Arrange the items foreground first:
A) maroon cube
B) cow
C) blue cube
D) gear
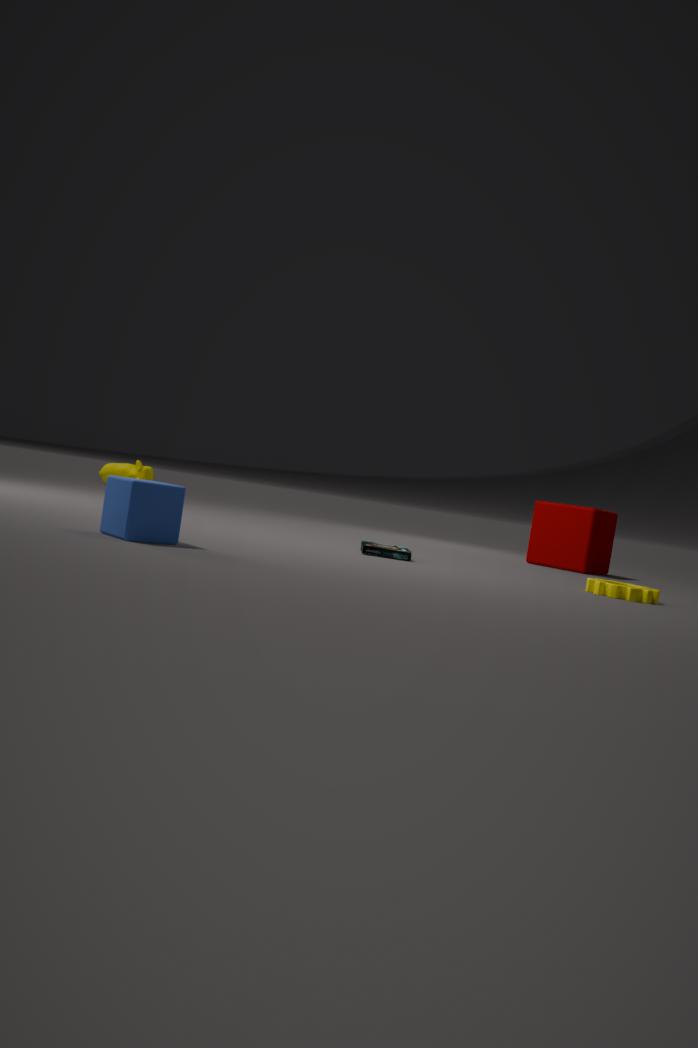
blue cube
gear
maroon cube
cow
